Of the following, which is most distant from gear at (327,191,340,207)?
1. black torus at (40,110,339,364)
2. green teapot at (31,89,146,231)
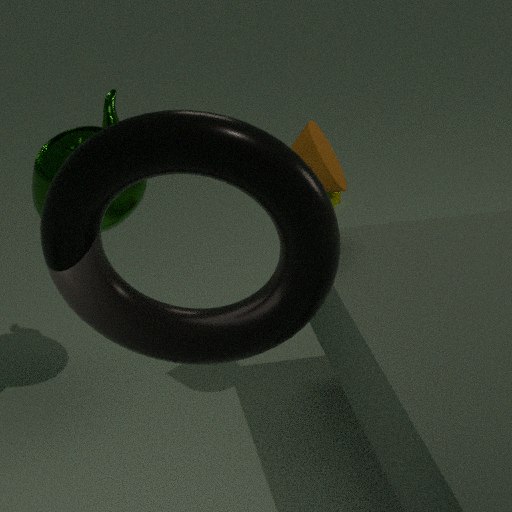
black torus at (40,110,339,364)
